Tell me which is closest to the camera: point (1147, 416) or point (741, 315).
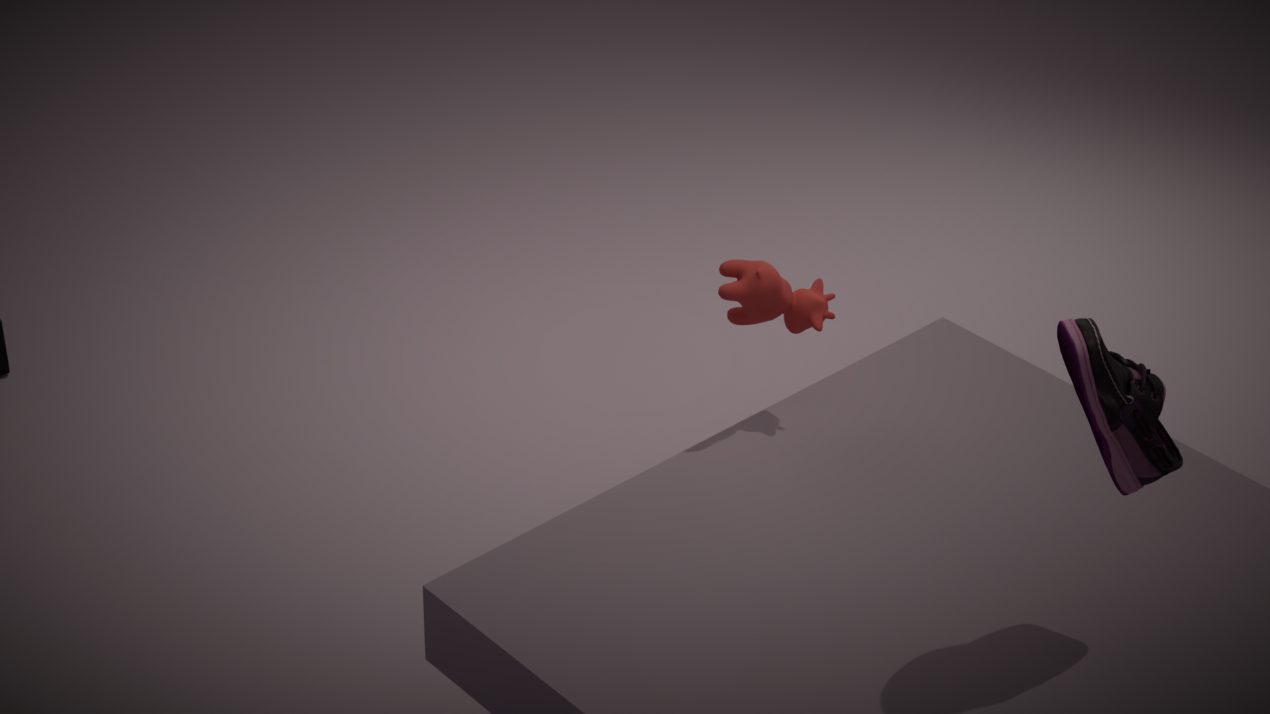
point (1147, 416)
